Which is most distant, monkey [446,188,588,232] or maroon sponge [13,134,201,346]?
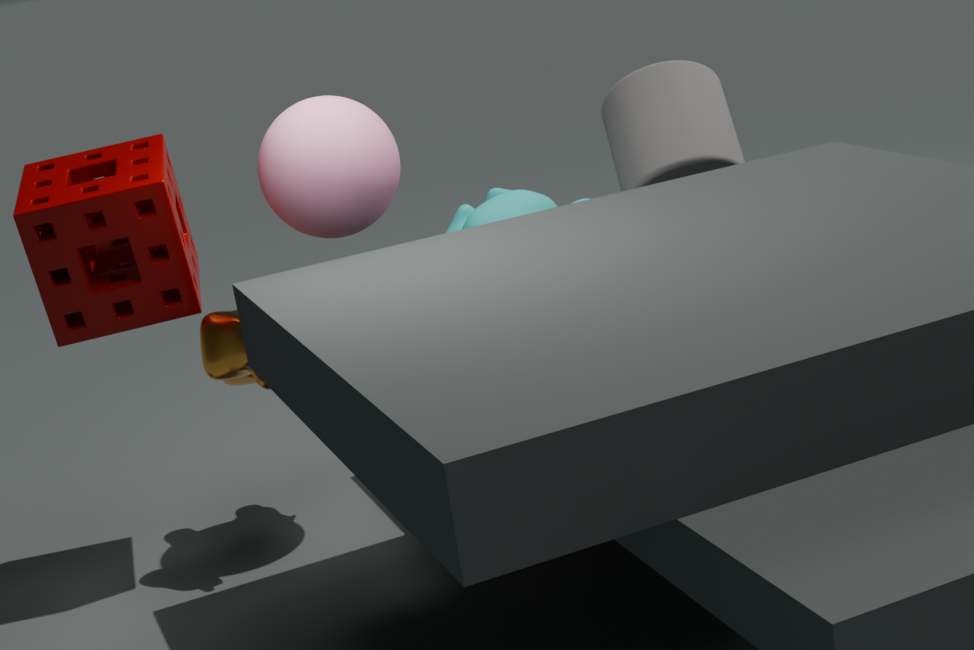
monkey [446,188,588,232]
